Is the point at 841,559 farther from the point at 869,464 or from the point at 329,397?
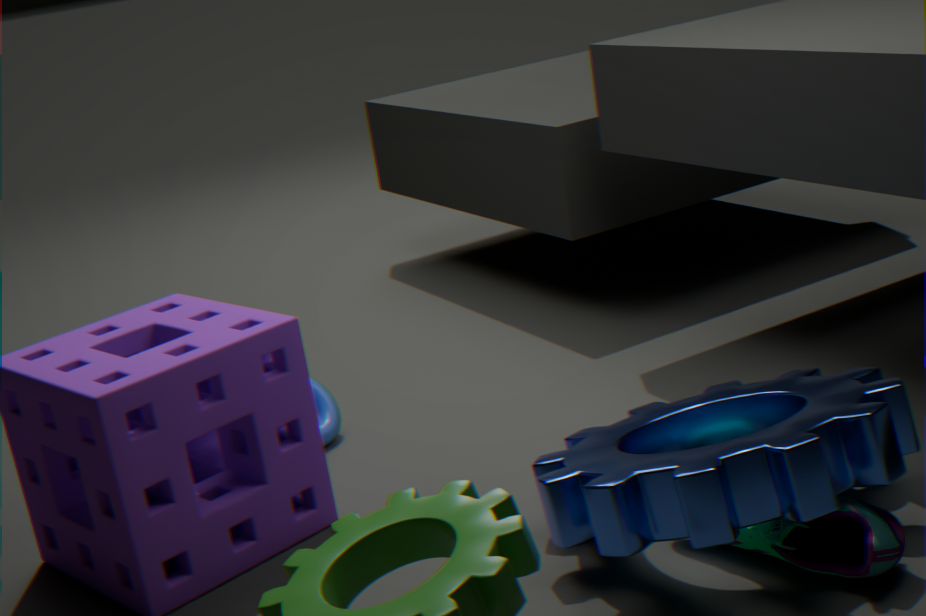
the point at 329,397
